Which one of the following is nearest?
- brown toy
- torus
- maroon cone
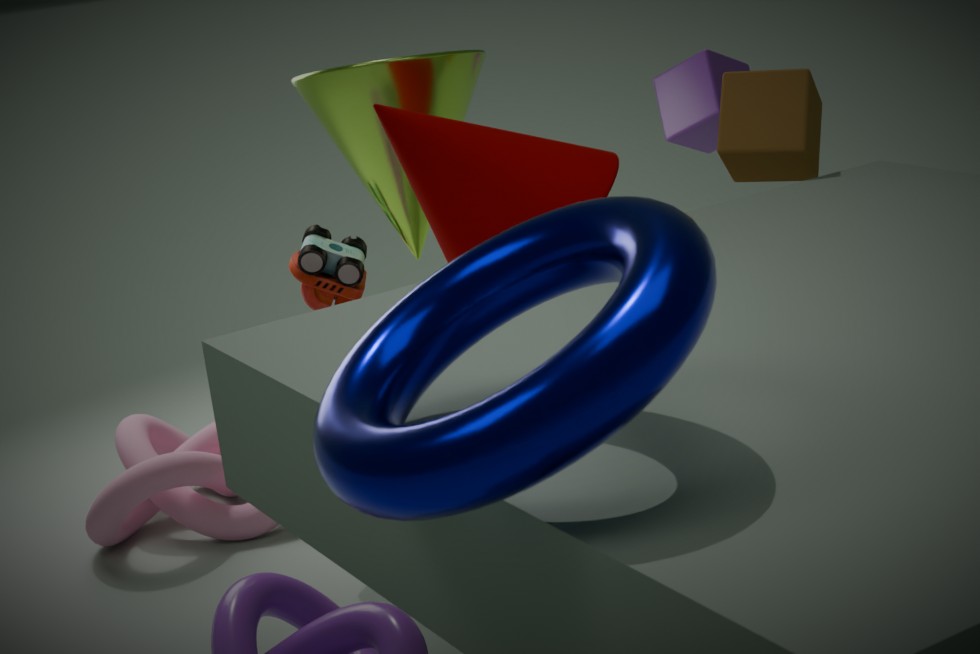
torus
